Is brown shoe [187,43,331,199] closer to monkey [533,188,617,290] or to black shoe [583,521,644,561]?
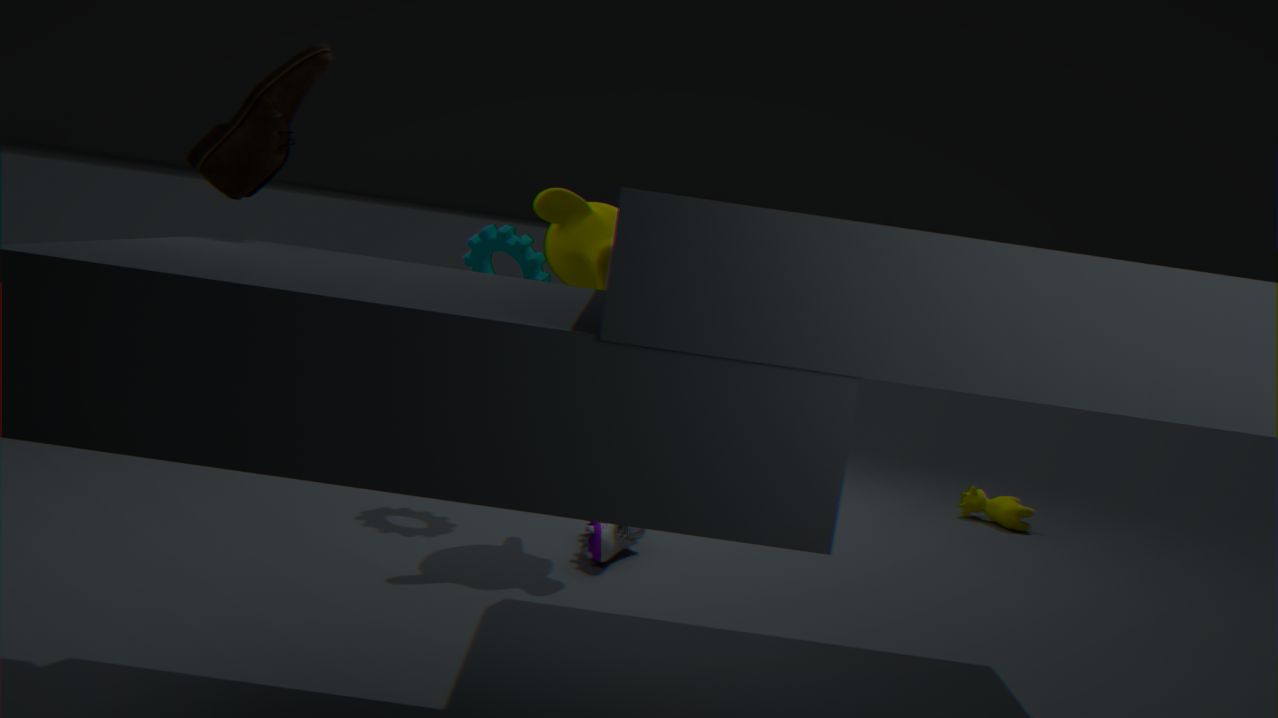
monkey [533,188,617,290]
